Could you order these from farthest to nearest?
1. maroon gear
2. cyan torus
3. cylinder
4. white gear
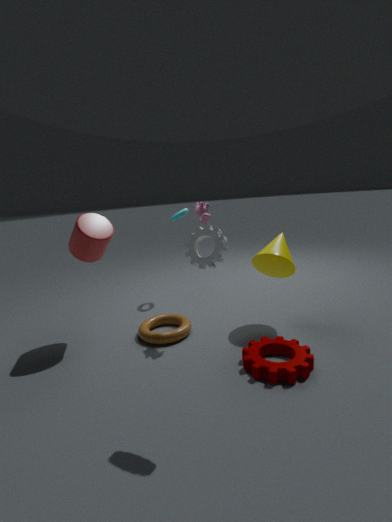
cyan torus, cylinder, maroon gear, white gear
